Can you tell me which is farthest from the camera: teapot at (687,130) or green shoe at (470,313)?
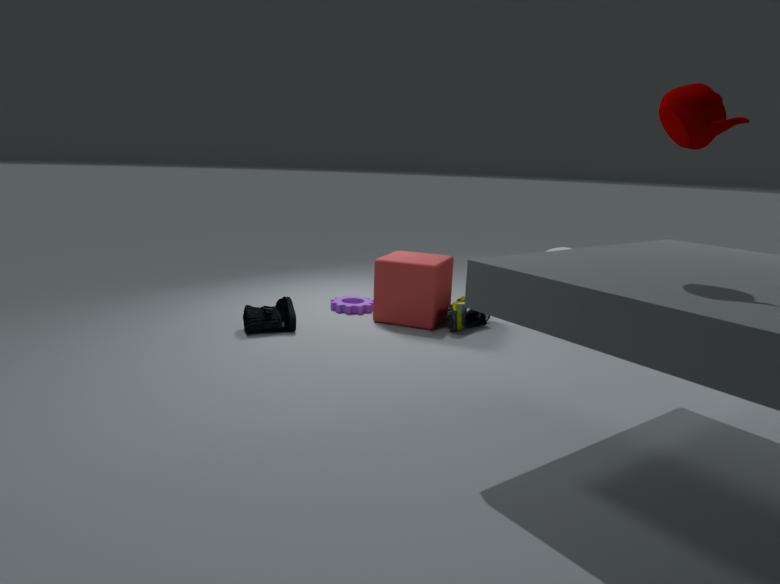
green shoe at (470,313)
